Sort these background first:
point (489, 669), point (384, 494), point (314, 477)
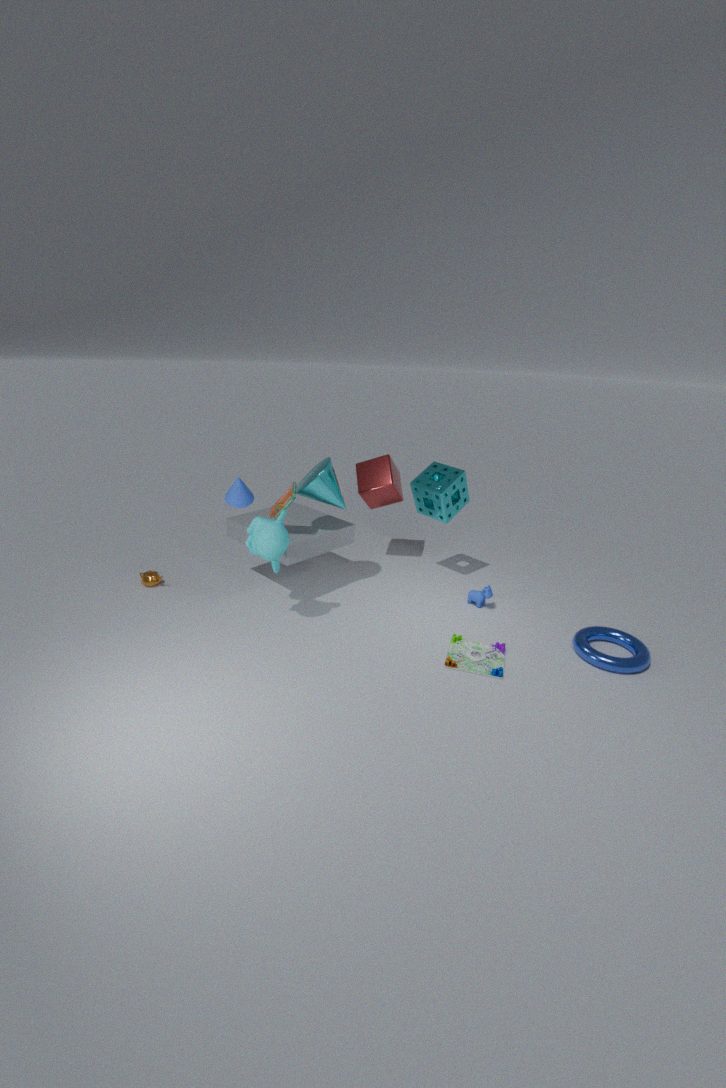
point (384, 494) < point (314, 477) < point (489, 669)
